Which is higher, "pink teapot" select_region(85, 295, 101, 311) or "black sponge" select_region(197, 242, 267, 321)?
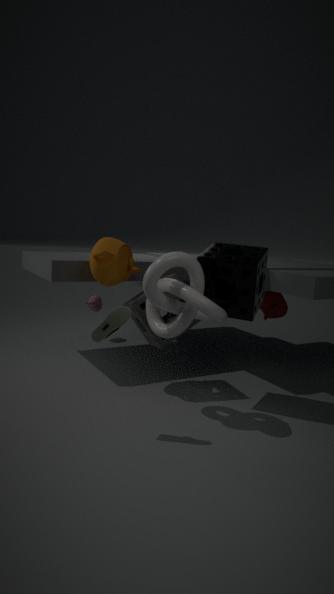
"black sponge" select_region(197, 242, 267, 321)
